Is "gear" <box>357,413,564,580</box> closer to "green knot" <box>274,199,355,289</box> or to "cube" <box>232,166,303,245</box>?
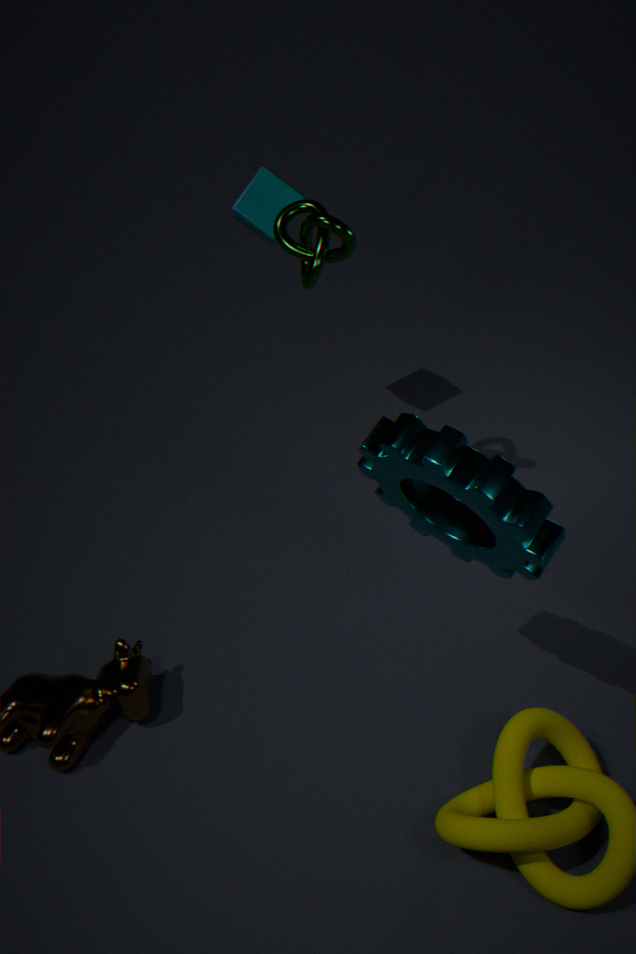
"green knot" <box>274,199,355,289</box>
